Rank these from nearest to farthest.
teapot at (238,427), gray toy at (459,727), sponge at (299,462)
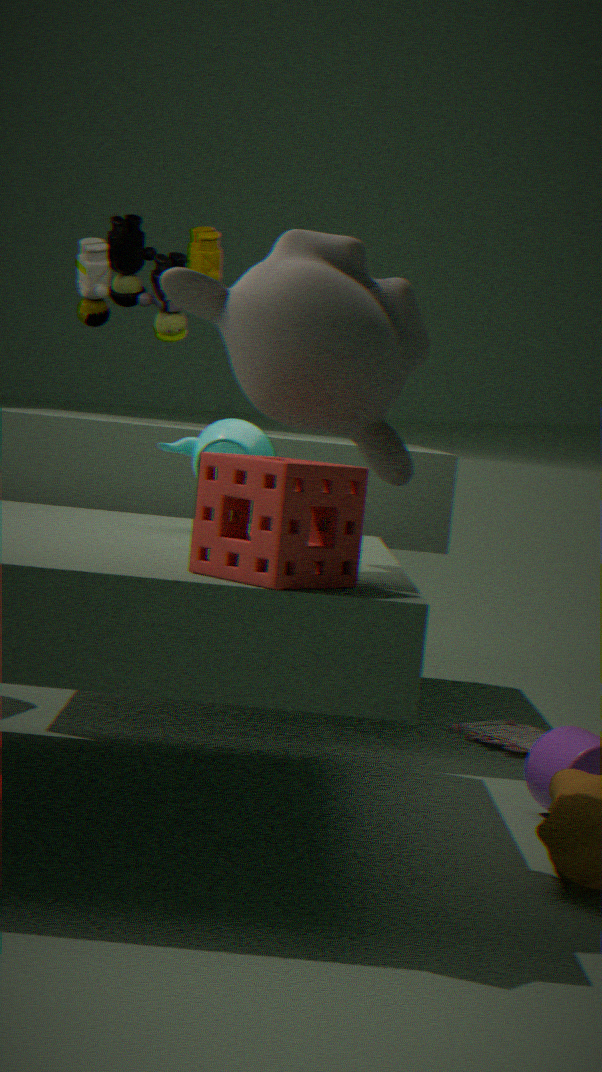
sponge at (299,462) → teapot at (238,427) → gray toy at (459,727)
